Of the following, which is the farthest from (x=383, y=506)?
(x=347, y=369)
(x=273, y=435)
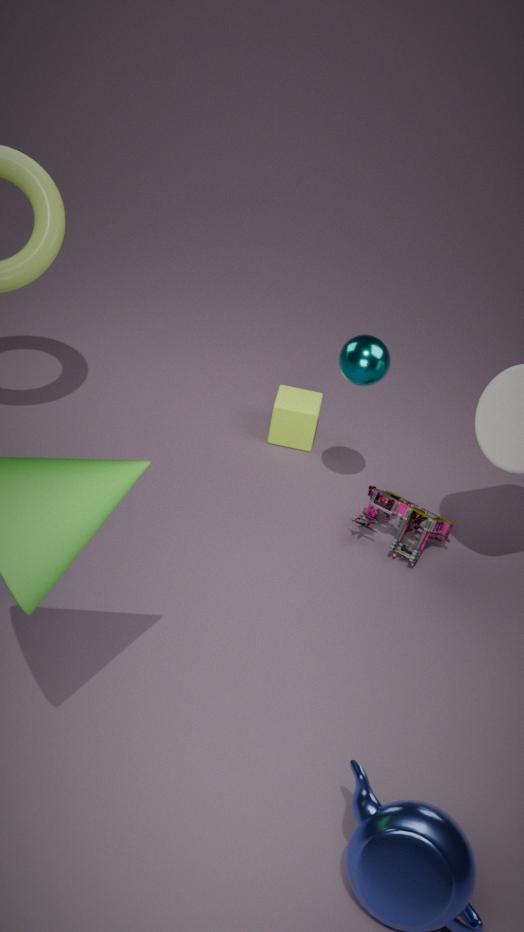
(x=273, y=435)
